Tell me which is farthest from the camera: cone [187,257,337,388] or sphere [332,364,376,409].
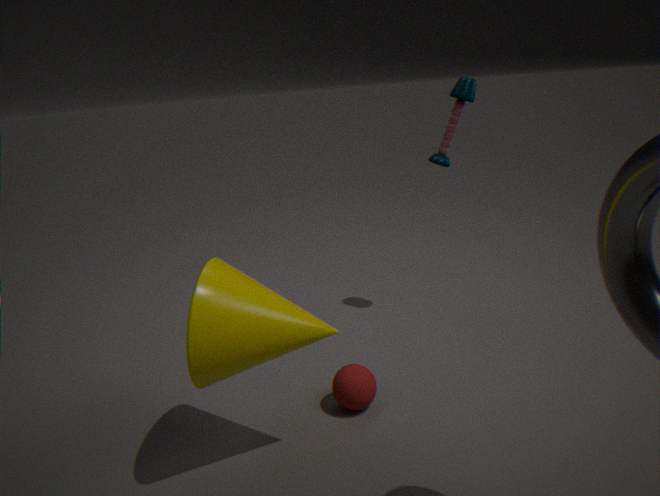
sphere [332,364,376,409]
